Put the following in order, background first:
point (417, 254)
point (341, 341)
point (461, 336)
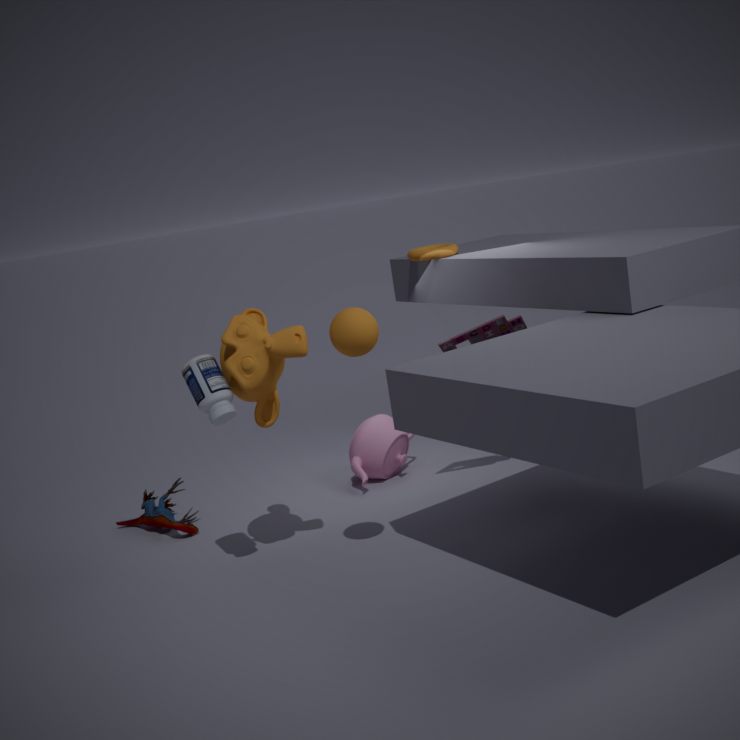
point (417, 254), point (461, 336), point (341, 341)
